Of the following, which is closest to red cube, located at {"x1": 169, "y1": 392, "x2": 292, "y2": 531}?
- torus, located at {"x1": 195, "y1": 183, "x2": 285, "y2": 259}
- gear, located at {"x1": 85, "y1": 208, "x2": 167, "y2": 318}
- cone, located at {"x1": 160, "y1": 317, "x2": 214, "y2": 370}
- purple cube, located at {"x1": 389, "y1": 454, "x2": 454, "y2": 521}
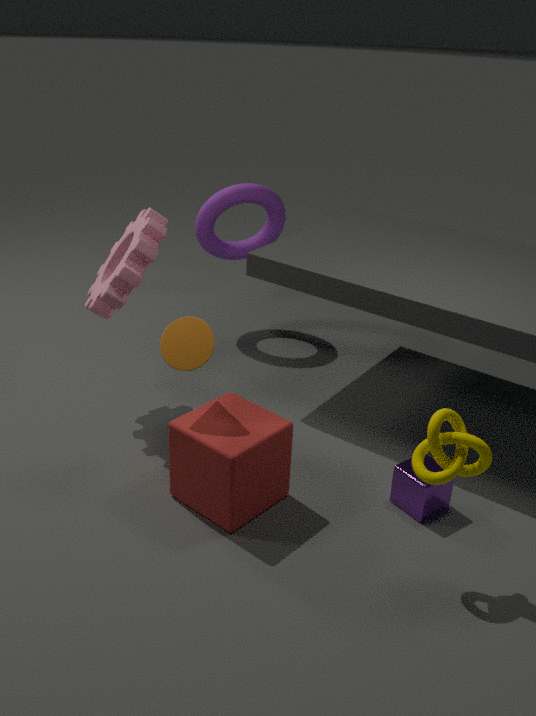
cone, located at {"x1": 160, "y1": 317, "x2": 214, "y2": 370}
